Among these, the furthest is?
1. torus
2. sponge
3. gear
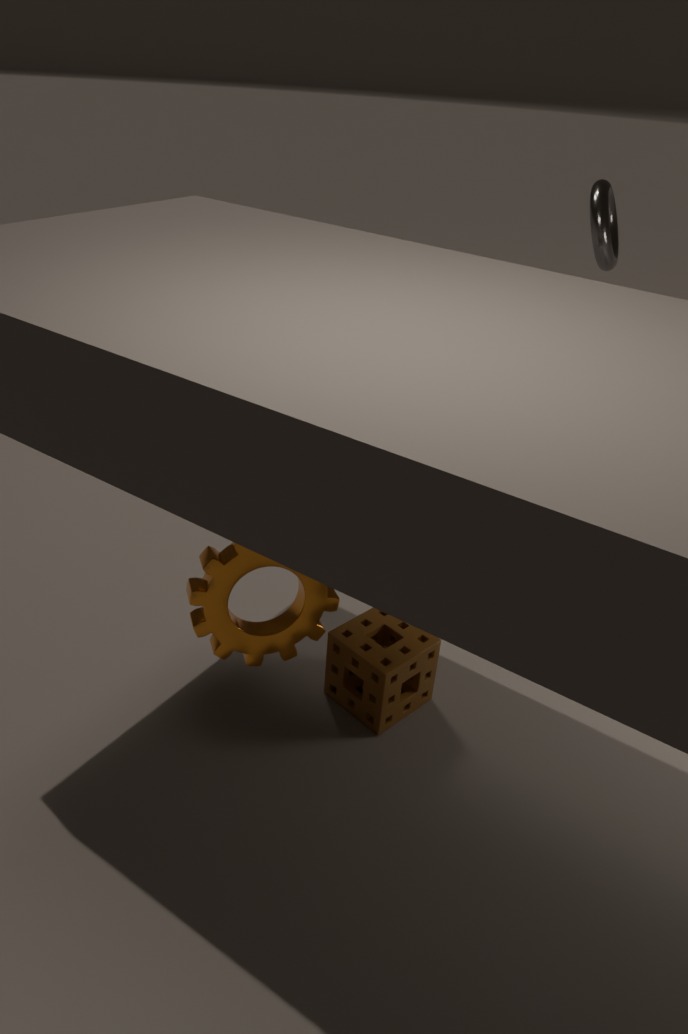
torus
